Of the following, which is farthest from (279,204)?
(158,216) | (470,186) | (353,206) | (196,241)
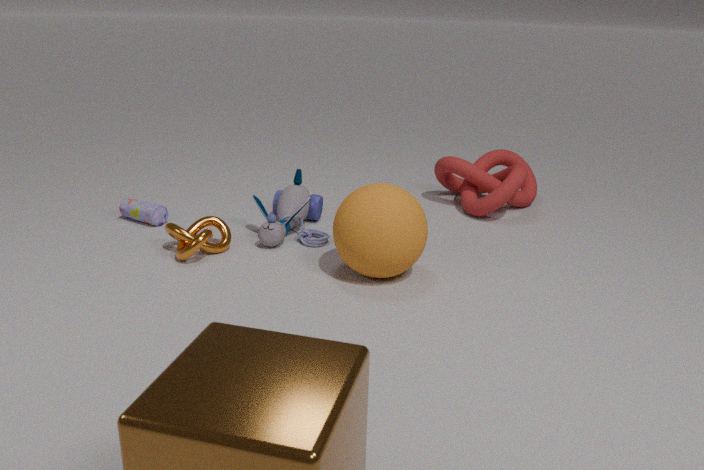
(470,186)
